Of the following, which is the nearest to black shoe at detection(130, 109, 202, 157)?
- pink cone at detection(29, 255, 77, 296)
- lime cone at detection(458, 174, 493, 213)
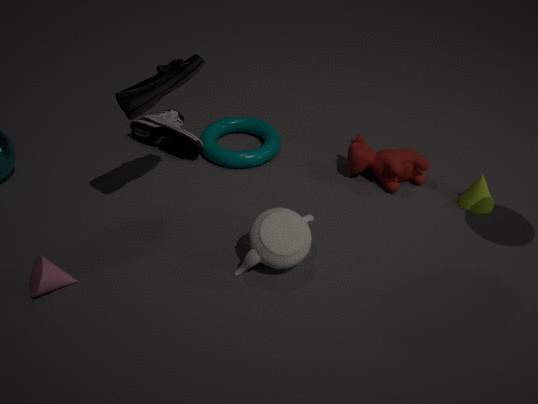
pink cone at detection(29, 255, 77, 296)
